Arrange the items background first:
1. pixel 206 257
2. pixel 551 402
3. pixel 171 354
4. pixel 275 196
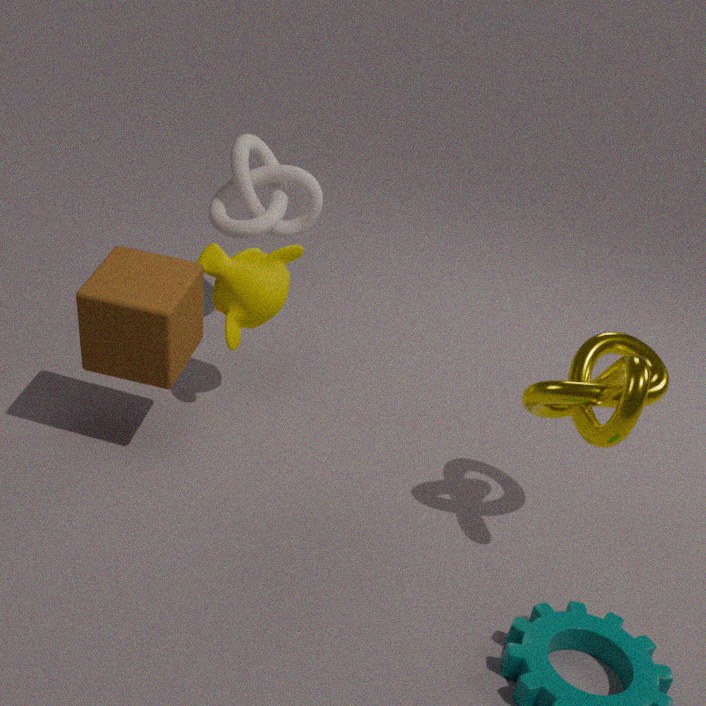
pixel 275 196, pixel 206 257, pixel 171 354, pixel 551 402
